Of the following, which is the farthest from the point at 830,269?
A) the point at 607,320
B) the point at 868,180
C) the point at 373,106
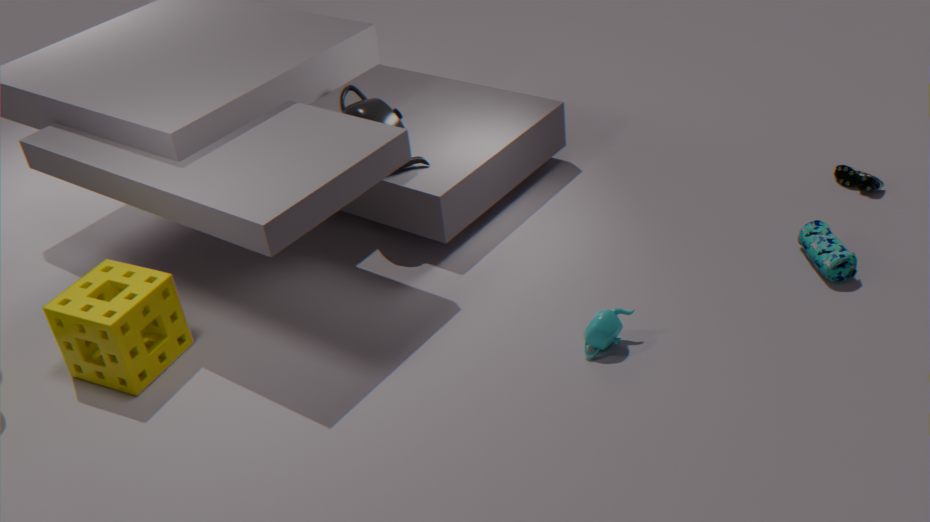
the point at 373,106
